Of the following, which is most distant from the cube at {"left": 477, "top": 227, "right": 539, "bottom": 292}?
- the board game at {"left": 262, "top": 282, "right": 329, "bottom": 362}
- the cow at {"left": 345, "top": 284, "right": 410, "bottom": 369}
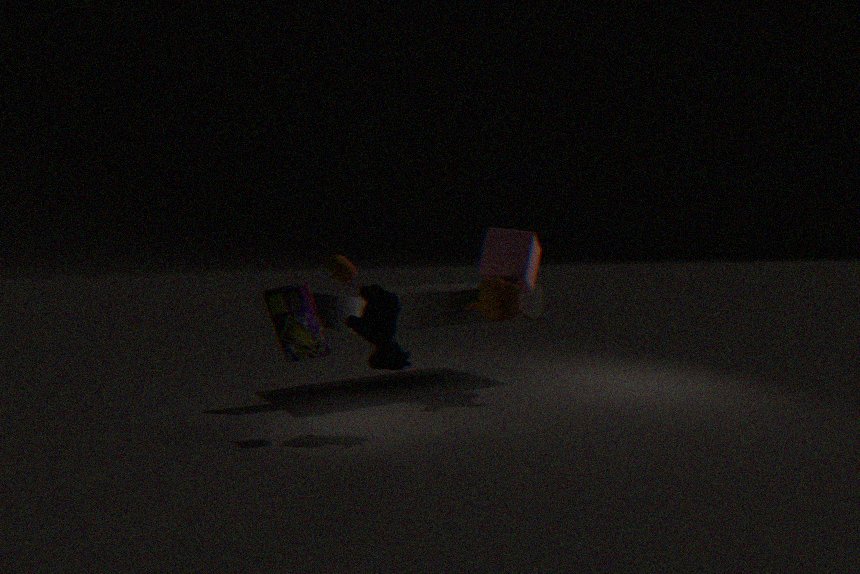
the board game at {"left": 262, "top": 282, "right": 329, "bottom": 362}
